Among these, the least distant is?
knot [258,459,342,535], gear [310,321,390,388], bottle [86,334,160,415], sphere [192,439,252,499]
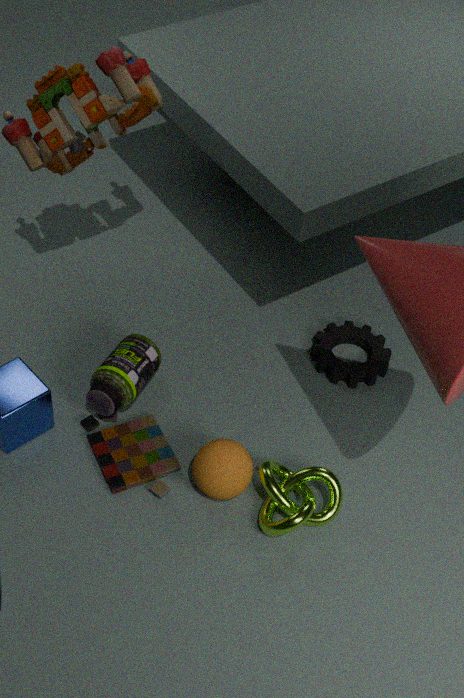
knot [258,459,342,535]
